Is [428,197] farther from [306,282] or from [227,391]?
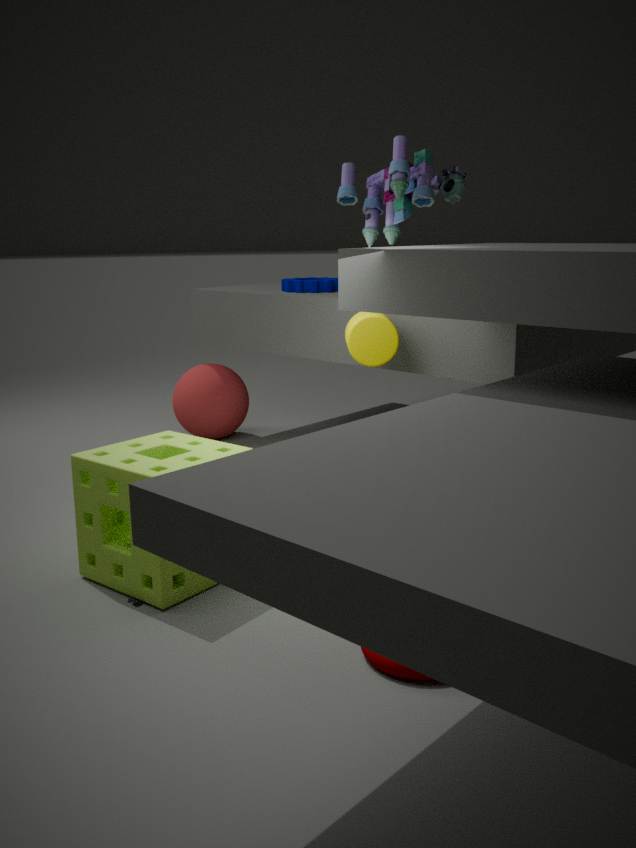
[227,391]
